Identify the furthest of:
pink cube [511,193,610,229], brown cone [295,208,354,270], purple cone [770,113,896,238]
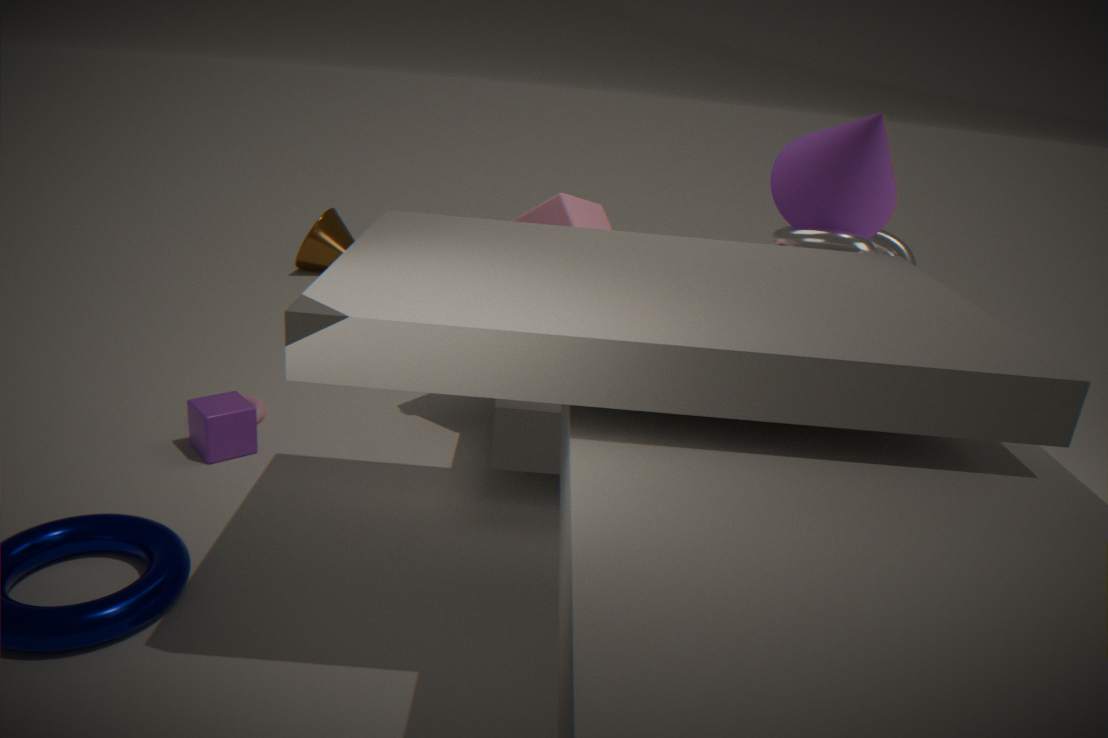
brown cone [295,208,354,270]
